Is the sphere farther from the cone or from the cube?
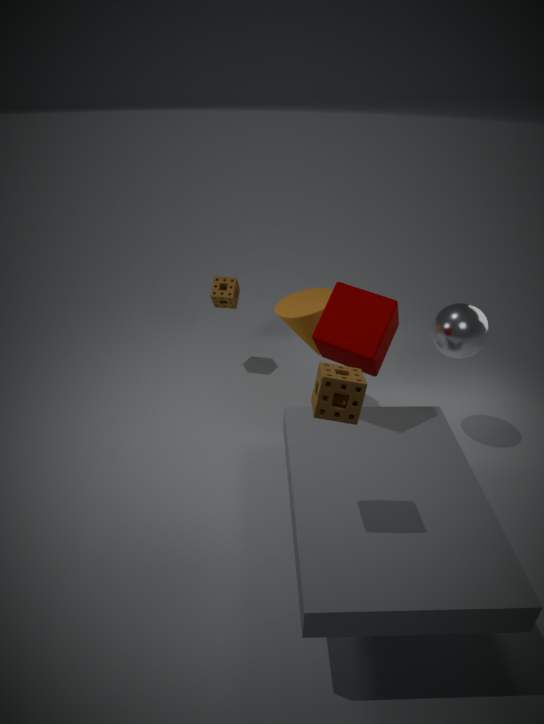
the cone
